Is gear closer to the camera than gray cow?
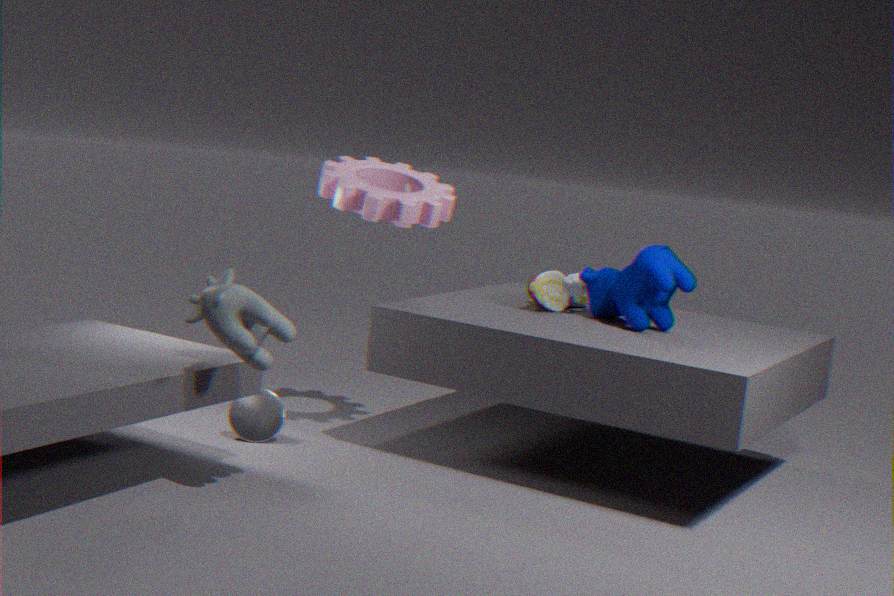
No
